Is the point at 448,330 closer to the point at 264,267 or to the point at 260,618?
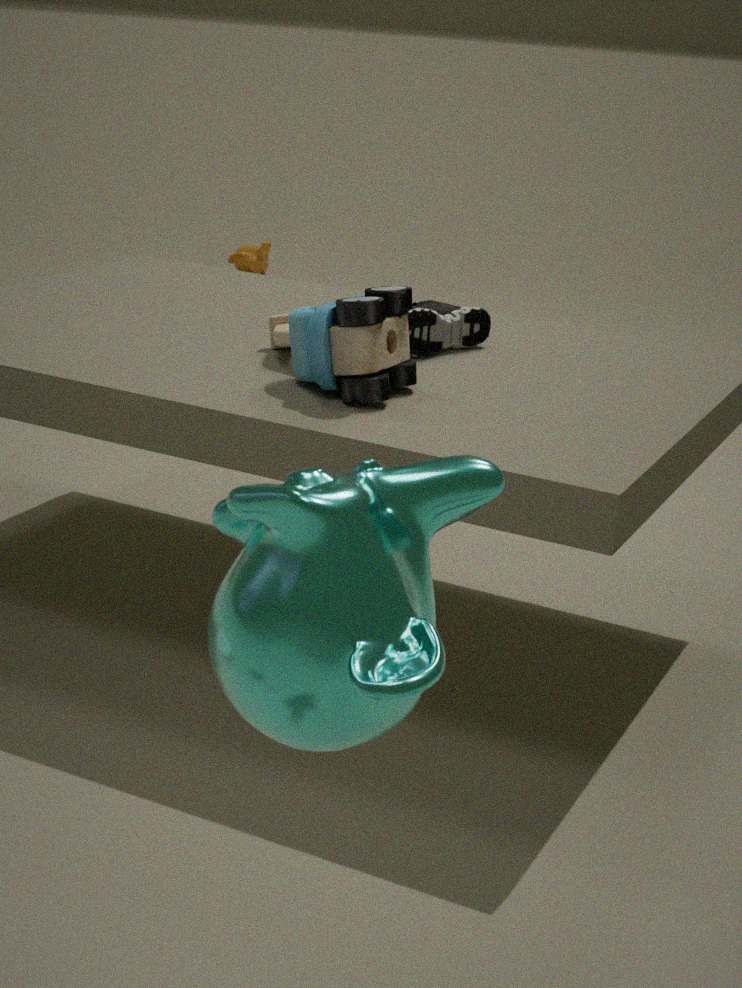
the point at 260,618
